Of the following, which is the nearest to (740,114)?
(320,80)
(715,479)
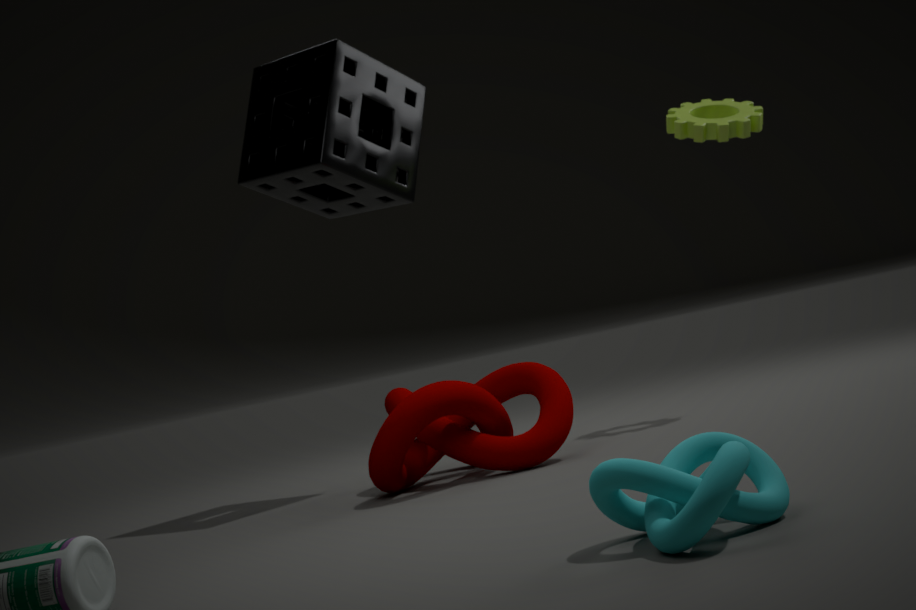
(320,80)
